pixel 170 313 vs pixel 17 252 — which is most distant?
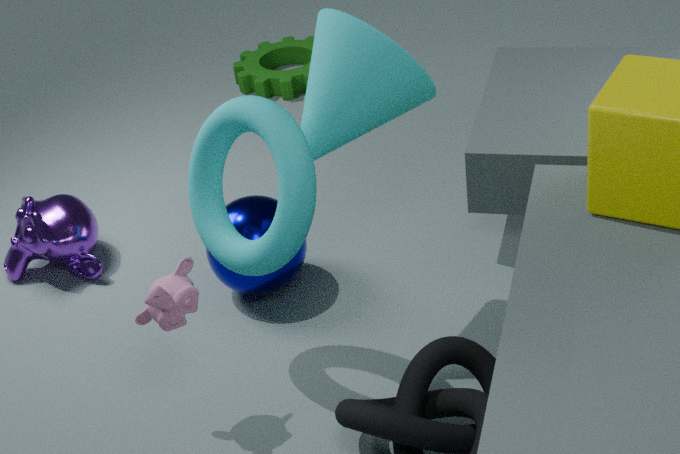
pixel 17 252
